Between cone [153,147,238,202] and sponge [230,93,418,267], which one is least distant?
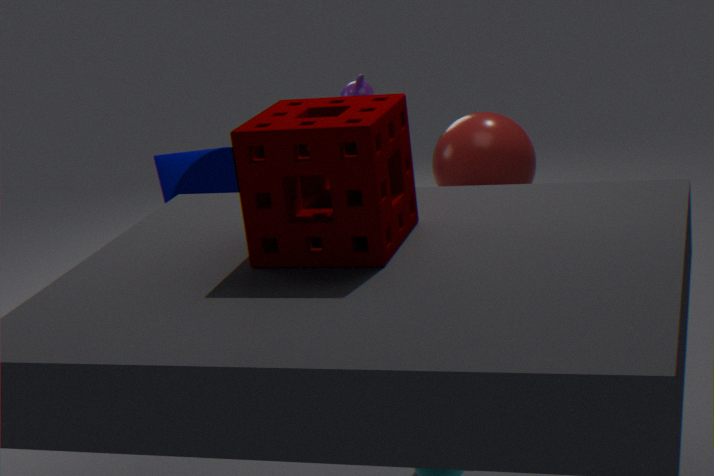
sponge [230,93,418,267]
